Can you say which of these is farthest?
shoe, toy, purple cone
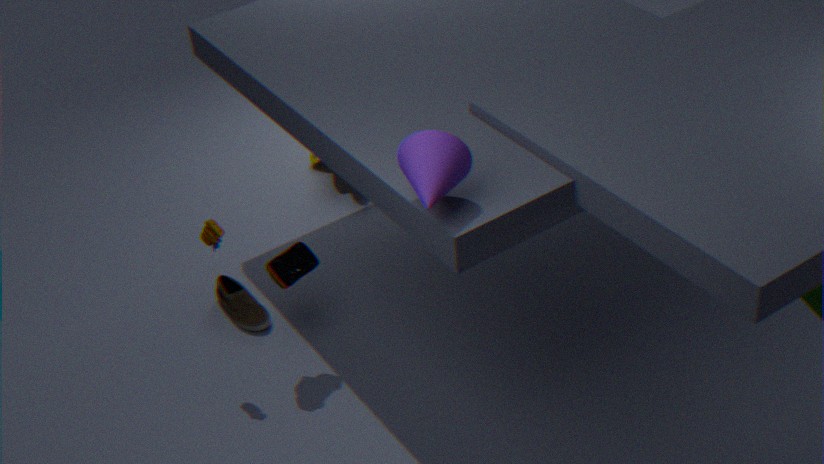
shoe
